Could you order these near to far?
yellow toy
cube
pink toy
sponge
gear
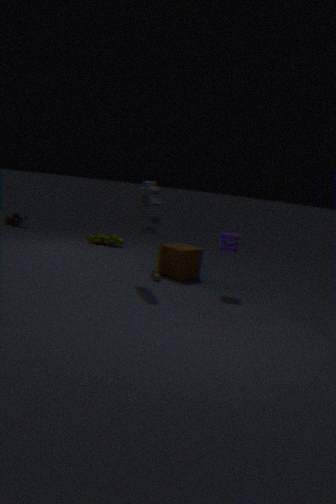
1. gear
2. sponge
3. cube
4. yellow toy
5. pink toy
